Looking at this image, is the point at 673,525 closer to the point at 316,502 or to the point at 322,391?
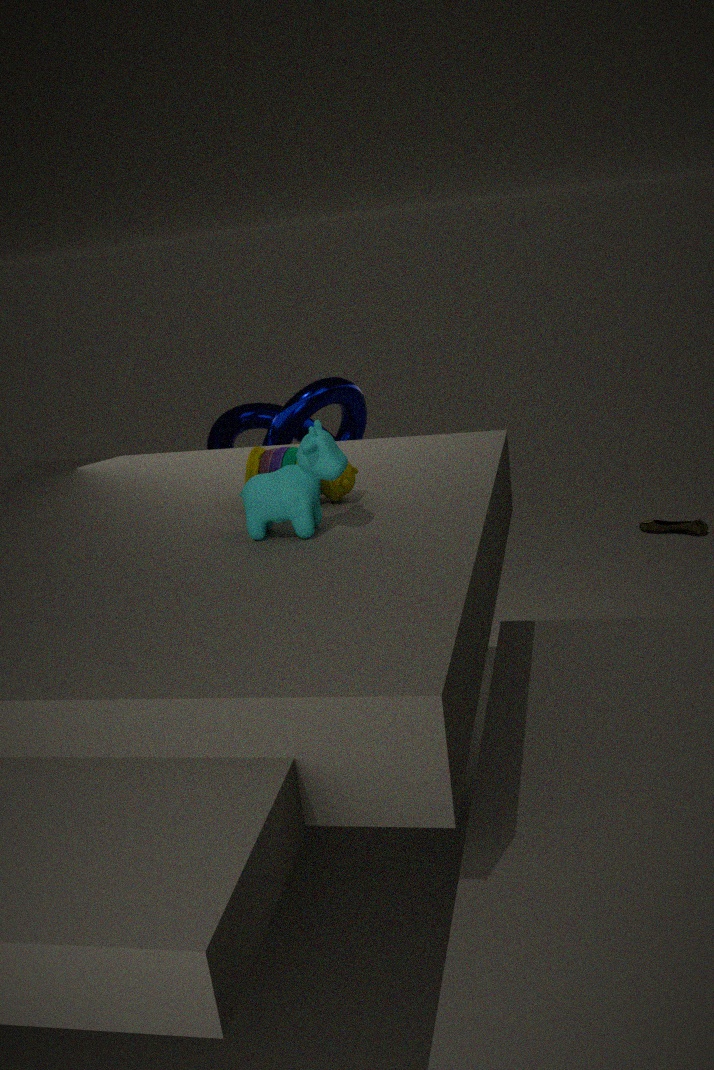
the point at 322,391
